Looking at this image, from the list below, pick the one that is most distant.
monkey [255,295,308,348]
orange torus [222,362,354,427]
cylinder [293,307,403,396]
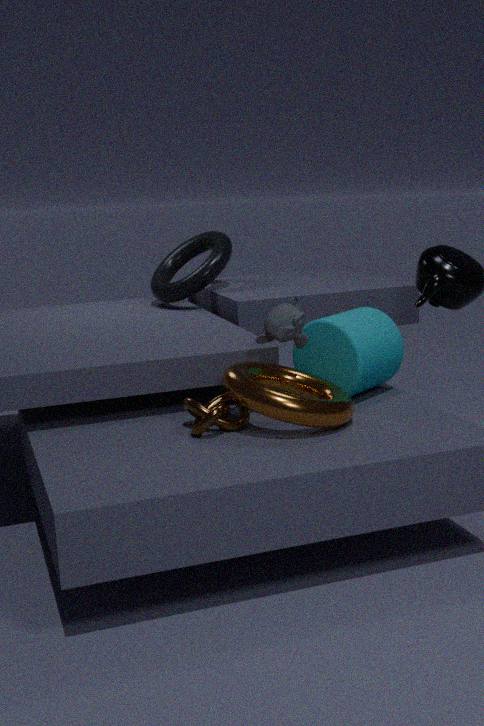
cylinder [293,307,403,396]
